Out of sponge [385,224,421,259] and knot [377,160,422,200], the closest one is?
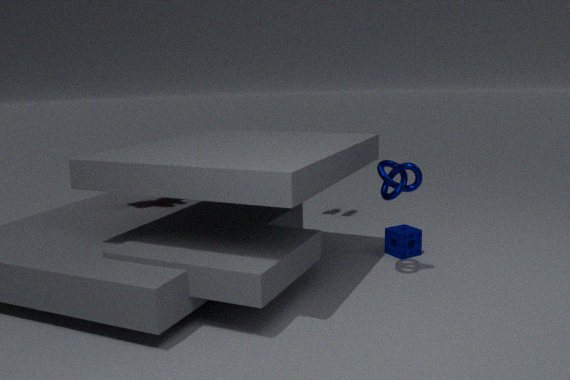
knot [377,160,422,200]
